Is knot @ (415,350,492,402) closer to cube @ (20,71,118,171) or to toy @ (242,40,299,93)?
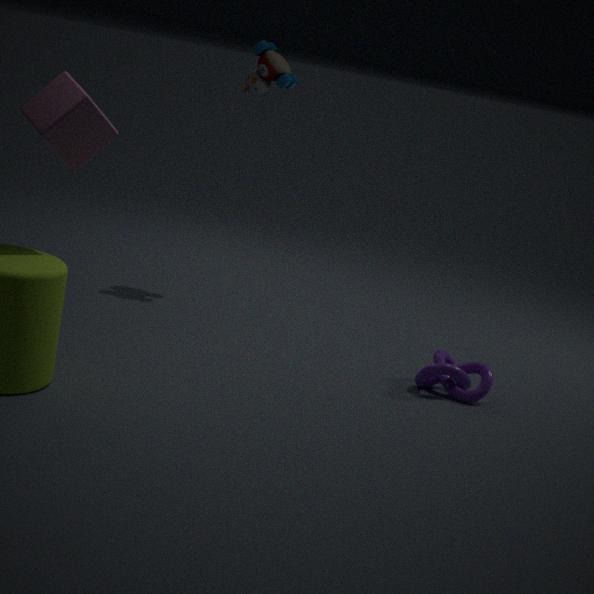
toy @ (242,40,299,93)
